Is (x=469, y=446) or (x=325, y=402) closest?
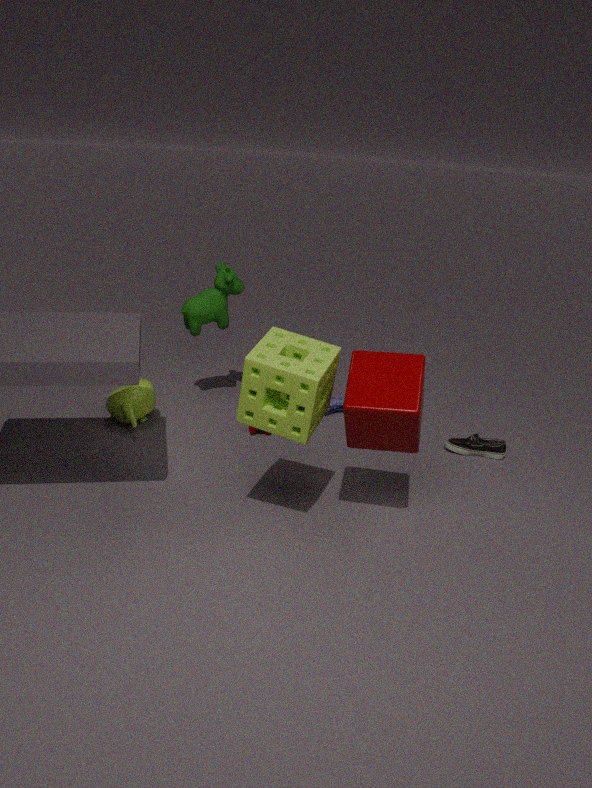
(x=325, y=402)
